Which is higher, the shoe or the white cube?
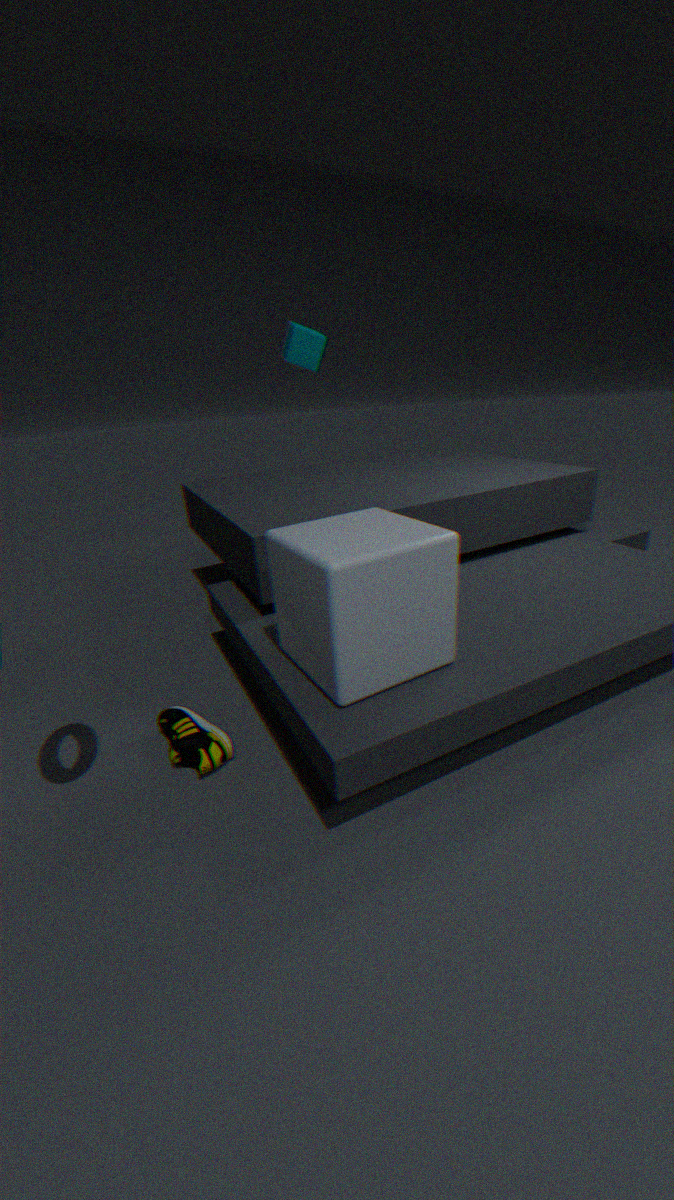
the white cube
